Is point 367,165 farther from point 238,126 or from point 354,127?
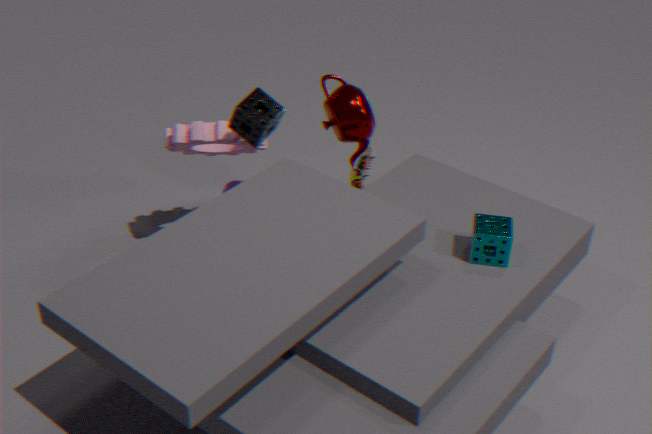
point 238,126
